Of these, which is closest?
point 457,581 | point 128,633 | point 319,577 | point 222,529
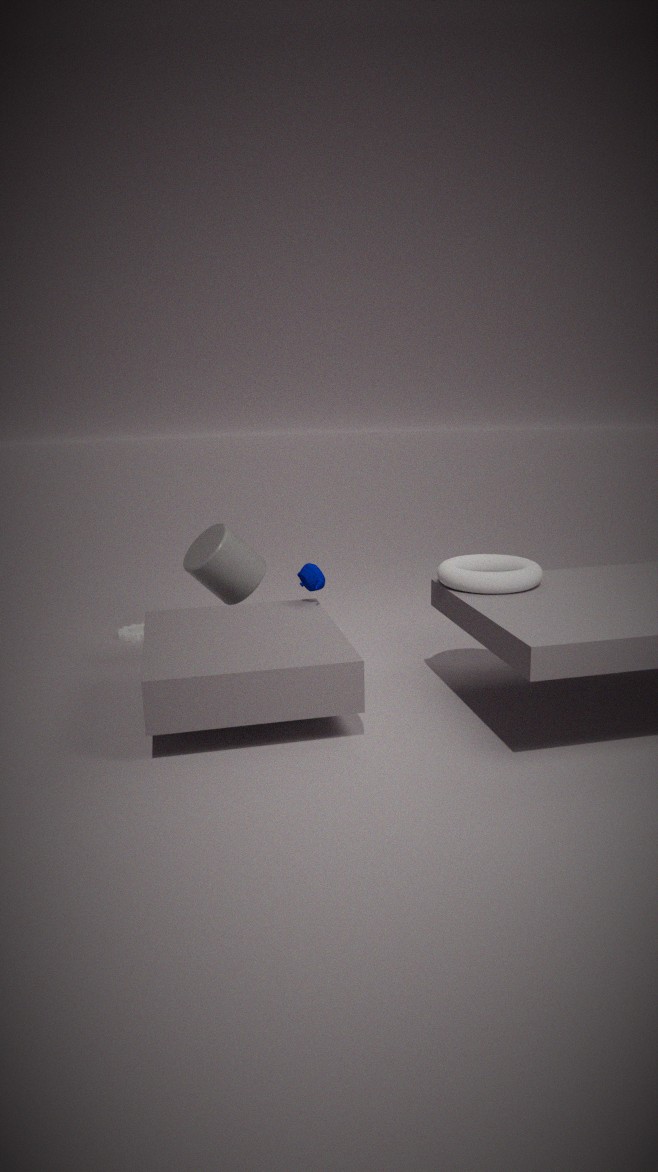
point 457,581
